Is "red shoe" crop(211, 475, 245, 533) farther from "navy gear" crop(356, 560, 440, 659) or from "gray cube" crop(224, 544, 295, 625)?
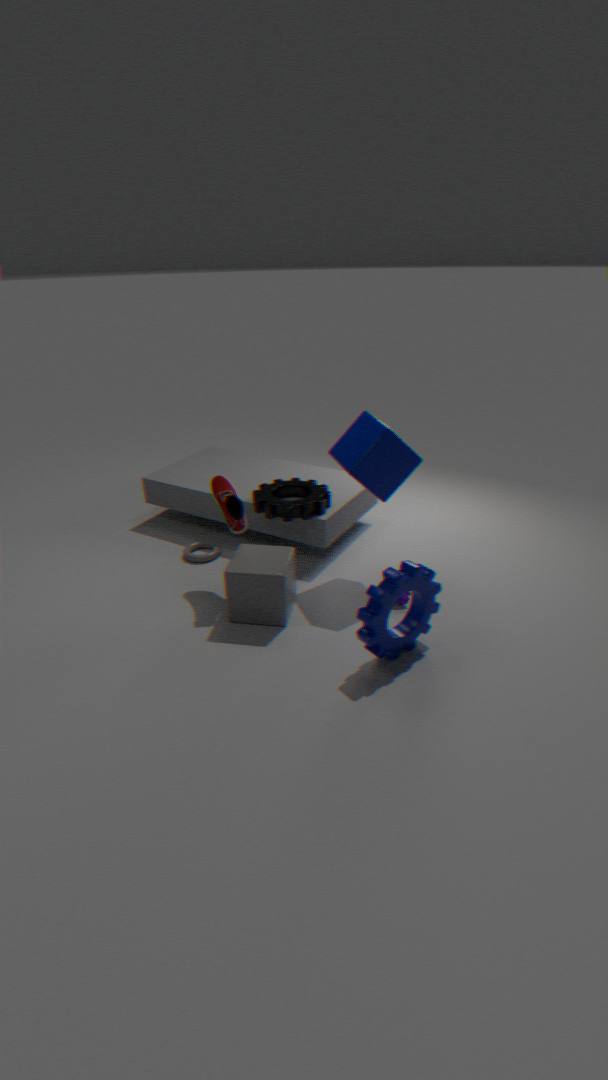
"navy gear" crop(356, 560, 440, 659)
